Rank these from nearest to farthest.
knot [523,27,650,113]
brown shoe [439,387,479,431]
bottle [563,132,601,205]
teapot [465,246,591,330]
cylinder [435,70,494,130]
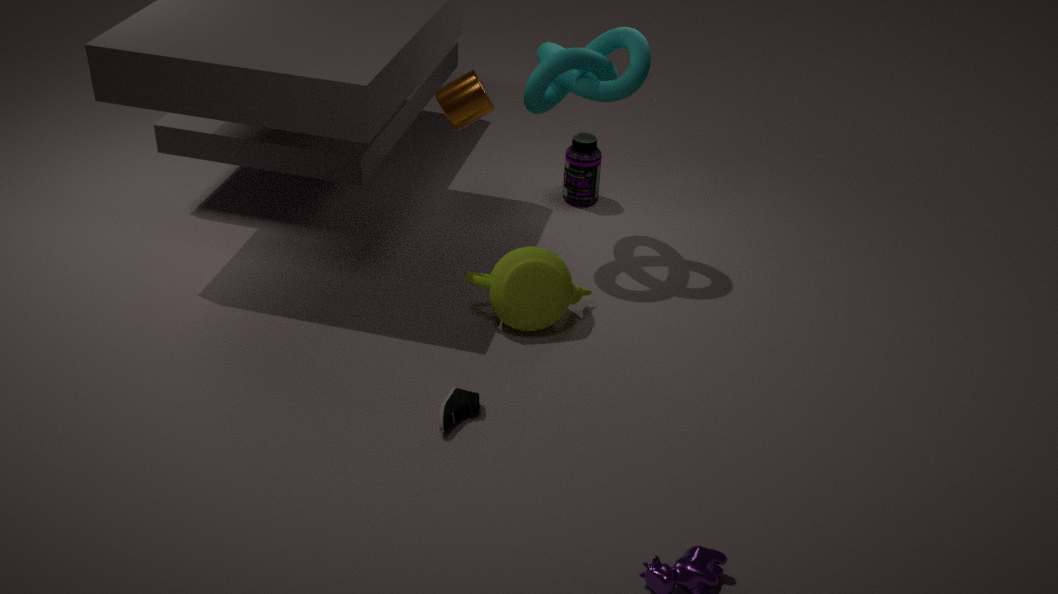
brown shoe [439,387,479,431] → teapot [465,246,591,330] → knot [523,27,650,113] → cylinder [435,70,494,130] → bottle [563,132,601,205]
